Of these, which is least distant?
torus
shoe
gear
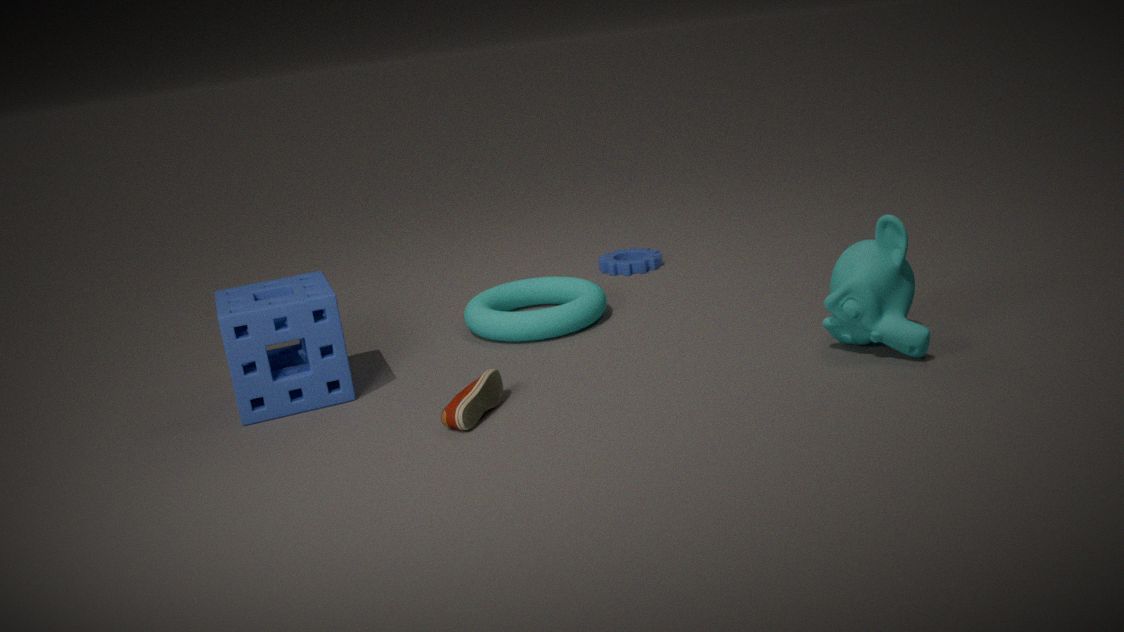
shoe
